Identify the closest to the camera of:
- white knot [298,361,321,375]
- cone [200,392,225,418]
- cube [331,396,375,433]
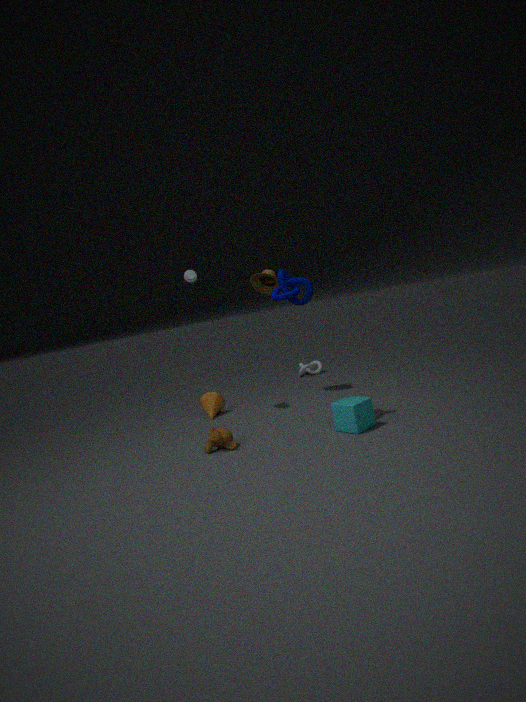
cube [331,396,375,433]
